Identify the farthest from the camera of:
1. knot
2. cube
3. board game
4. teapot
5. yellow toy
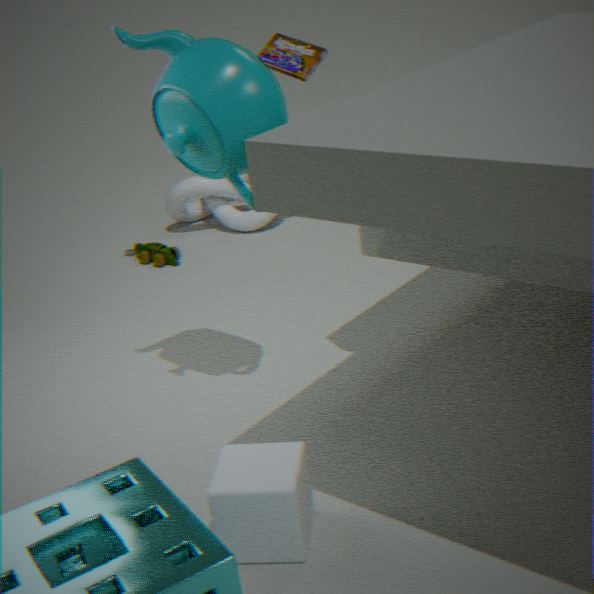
knot
